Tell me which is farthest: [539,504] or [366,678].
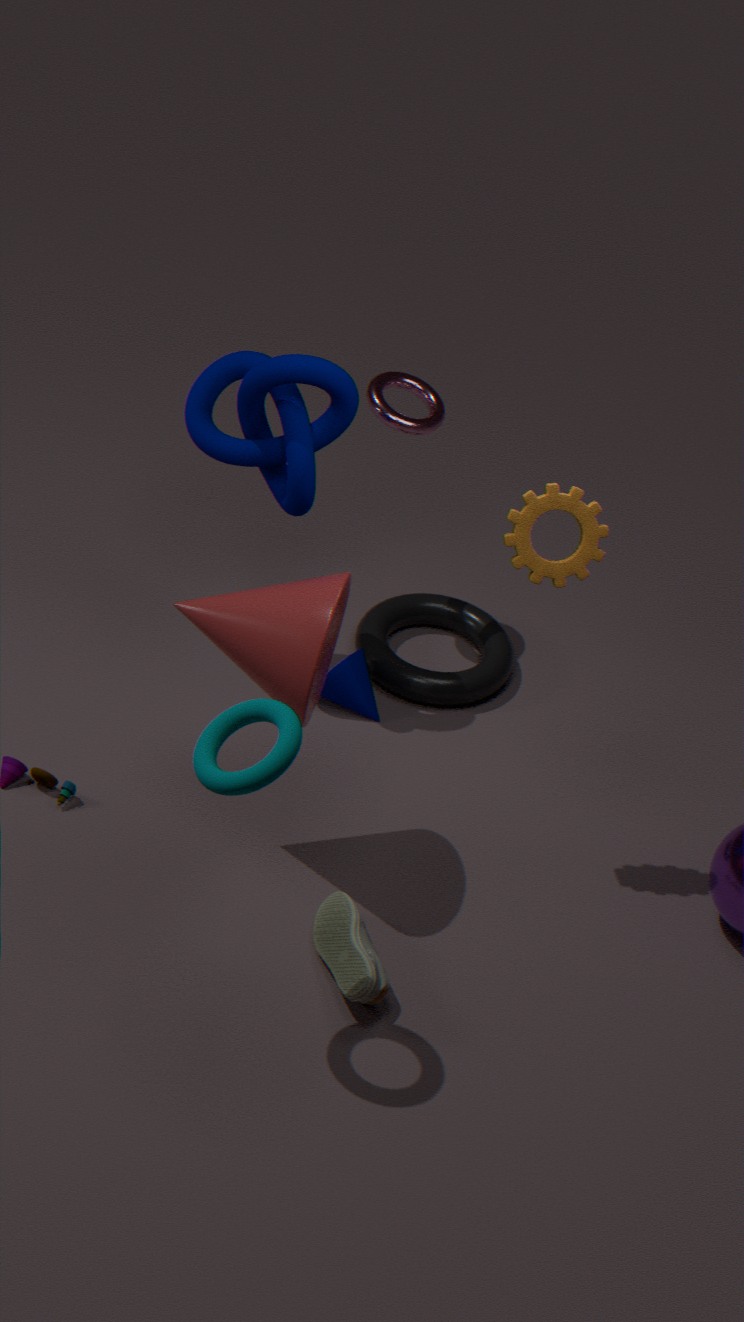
[366,678]
